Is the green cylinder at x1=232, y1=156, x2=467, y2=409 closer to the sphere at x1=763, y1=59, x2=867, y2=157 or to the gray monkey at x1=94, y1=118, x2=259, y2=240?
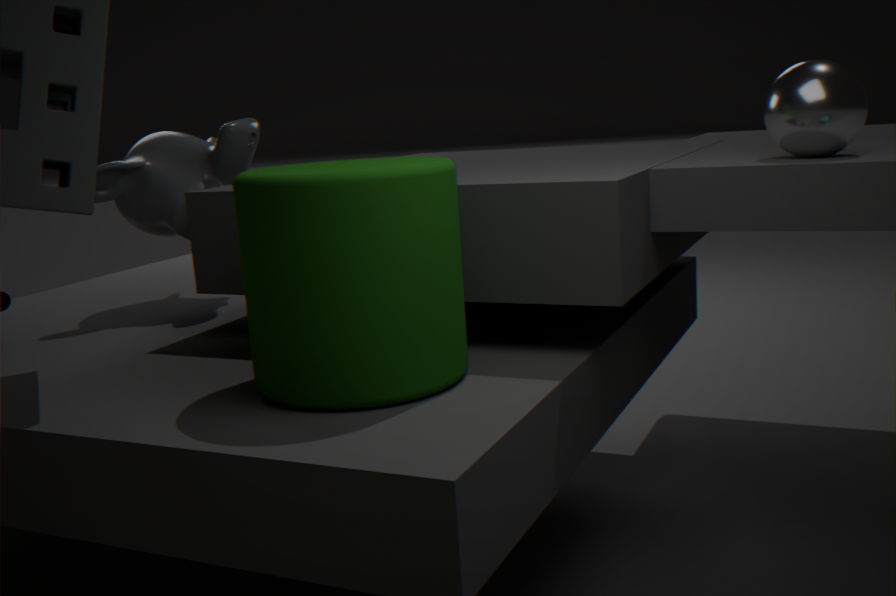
the gray monkey at x1=94, y1=118, x2=259, y2=240
